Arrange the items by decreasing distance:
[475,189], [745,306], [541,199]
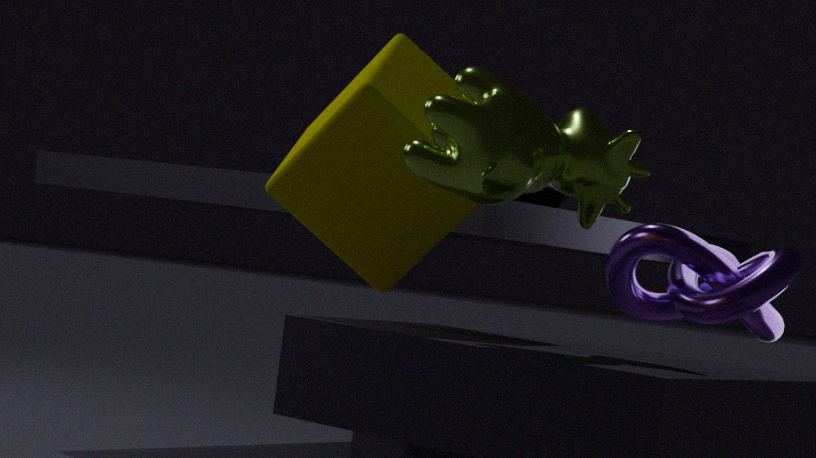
[541,199], [745,306], [475,189]
